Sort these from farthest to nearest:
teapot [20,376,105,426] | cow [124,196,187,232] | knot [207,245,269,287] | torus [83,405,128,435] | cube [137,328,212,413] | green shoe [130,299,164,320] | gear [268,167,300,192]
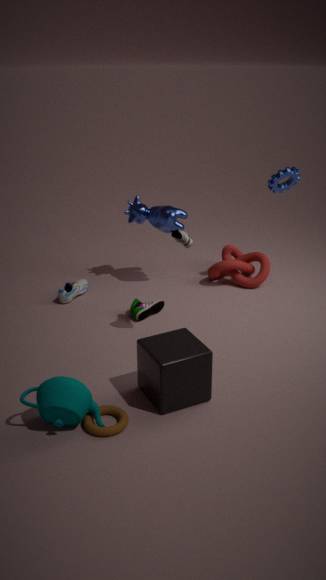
knot [207,245,269,287], cow [124,196,187,232], gear [268,167,300,192], green shoe [130,299,164,320], cube [137,328,212,413], torus [83,405,128,435], teapot [20,376,105,426]
